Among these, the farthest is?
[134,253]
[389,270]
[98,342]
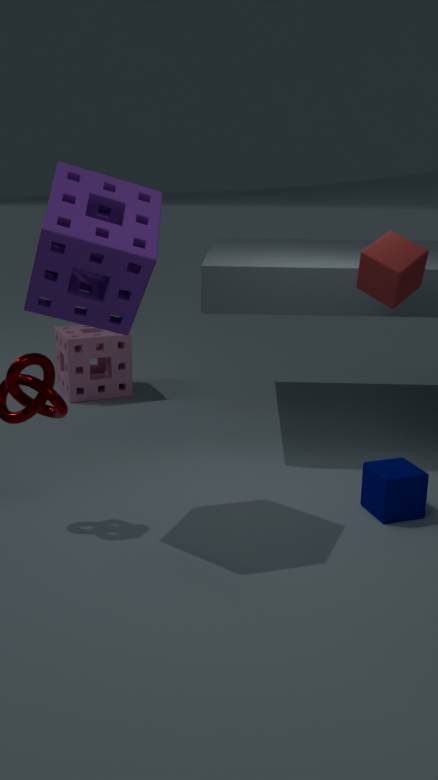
[98,342]
